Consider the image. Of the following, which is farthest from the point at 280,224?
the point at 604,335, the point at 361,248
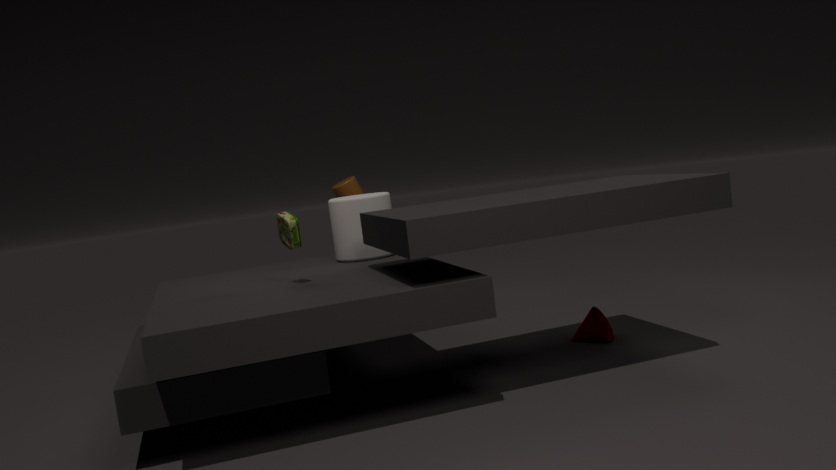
the point at 604,335
